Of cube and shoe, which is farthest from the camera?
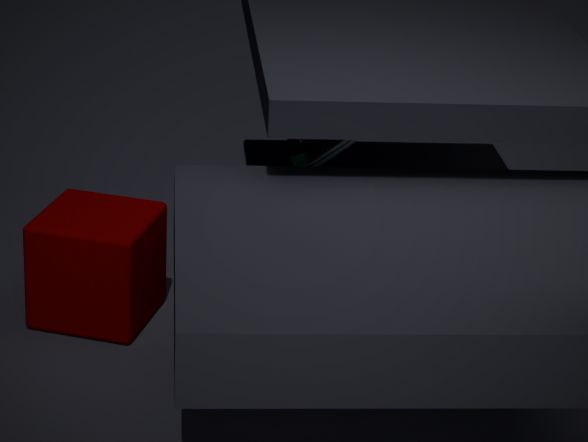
shoe
